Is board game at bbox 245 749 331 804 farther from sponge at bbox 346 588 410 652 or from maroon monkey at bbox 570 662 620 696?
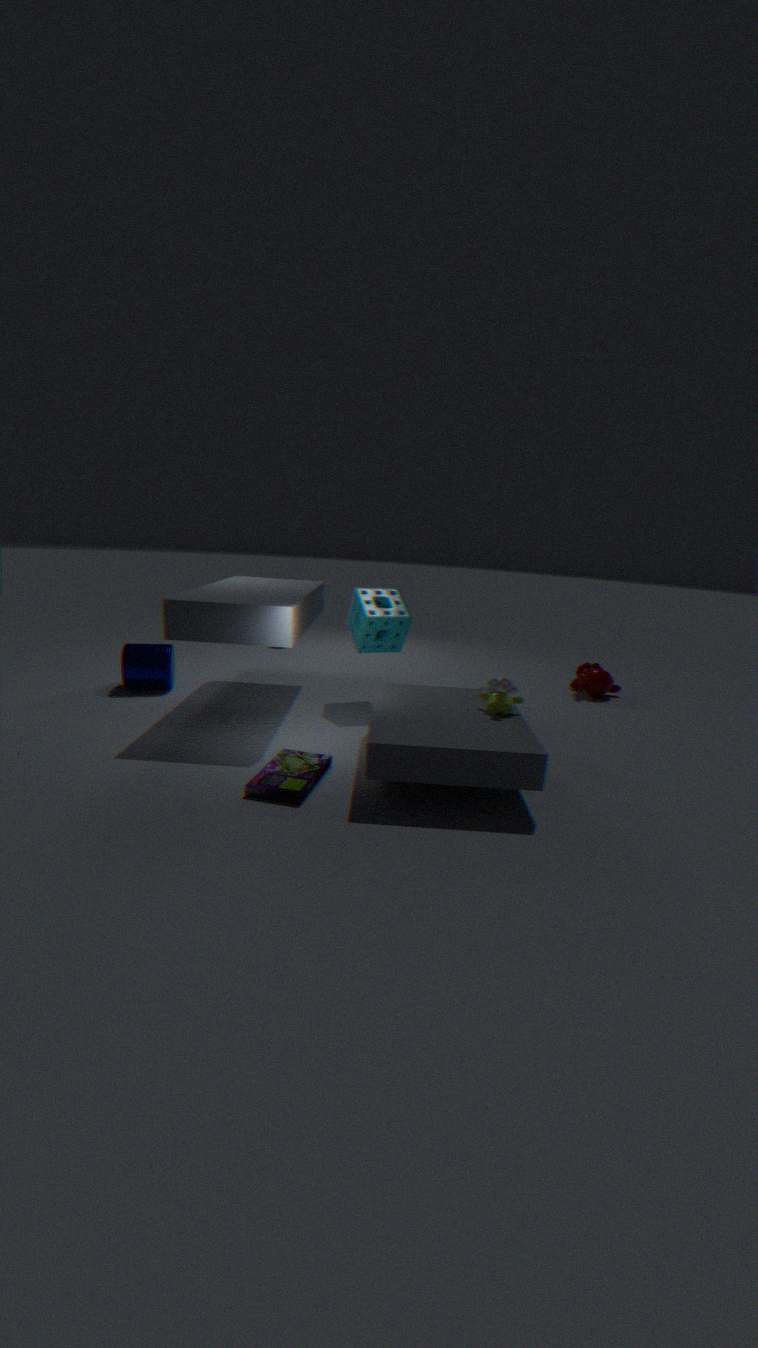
maroon monkey at bbox 570 662 620 696
